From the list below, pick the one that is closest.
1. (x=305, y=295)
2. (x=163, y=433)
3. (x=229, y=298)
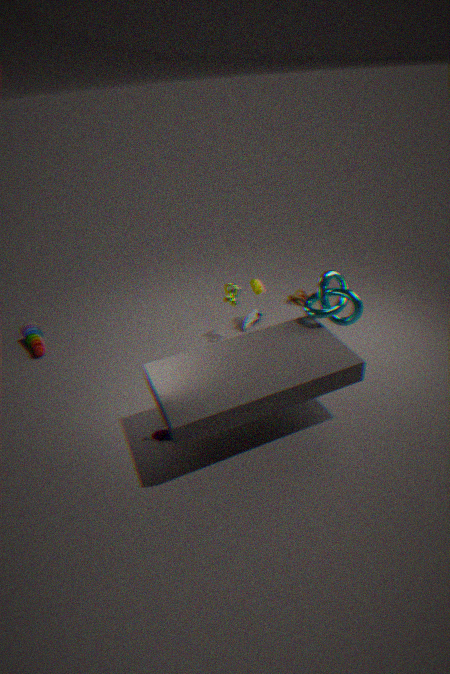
(x=163, y=433)
